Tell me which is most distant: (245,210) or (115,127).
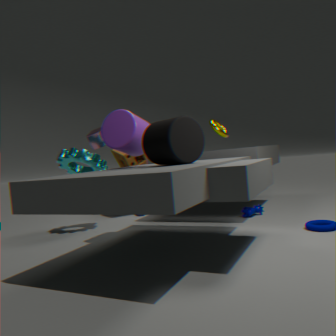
(245,210)
